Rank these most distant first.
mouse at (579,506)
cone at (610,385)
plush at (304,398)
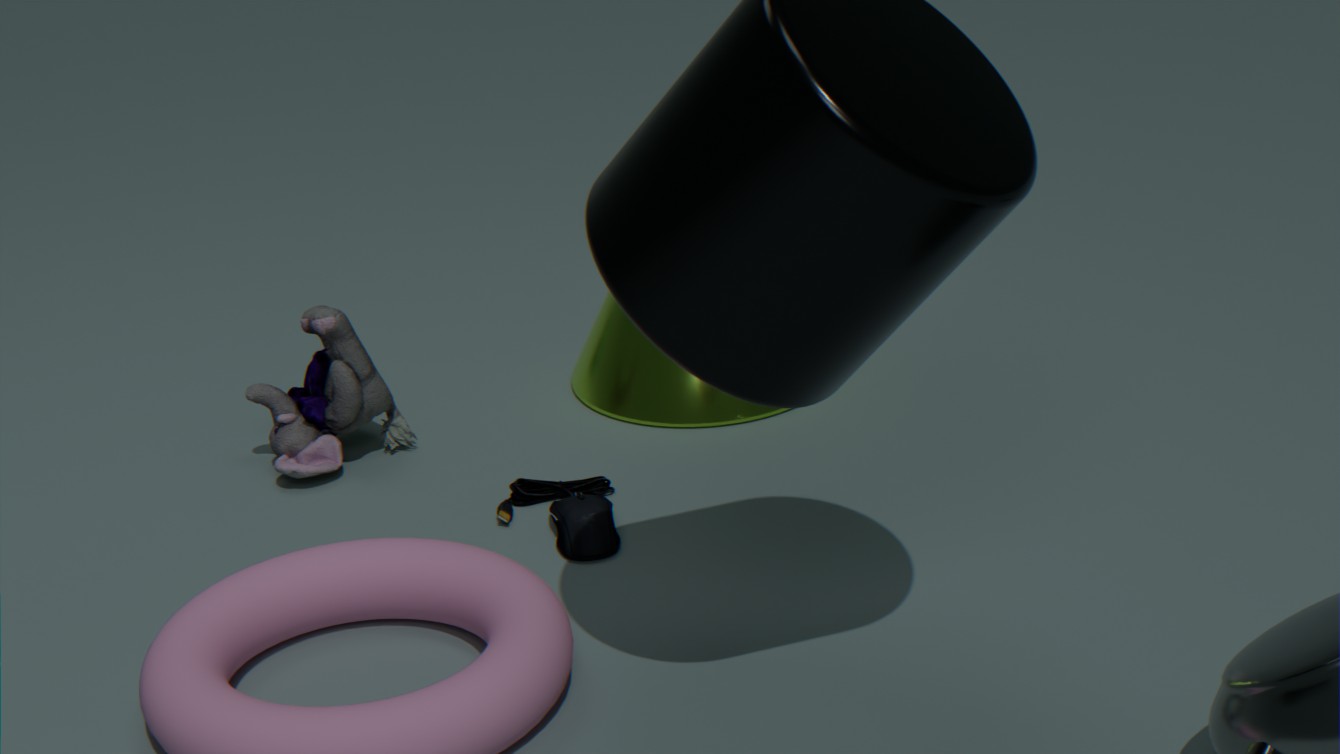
cone at (610,385), plush at (304,398), mouse at (579,506)
